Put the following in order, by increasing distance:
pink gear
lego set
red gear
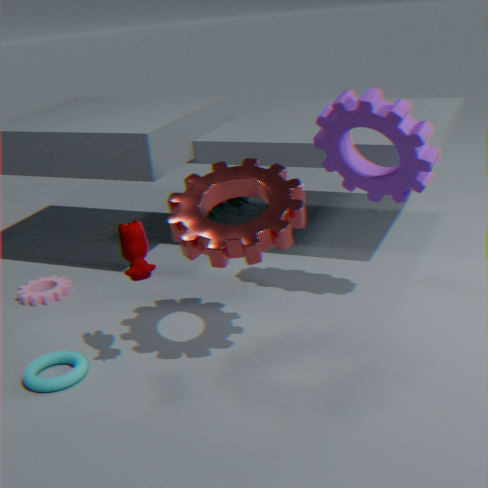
red gear < pink gear < lego set
